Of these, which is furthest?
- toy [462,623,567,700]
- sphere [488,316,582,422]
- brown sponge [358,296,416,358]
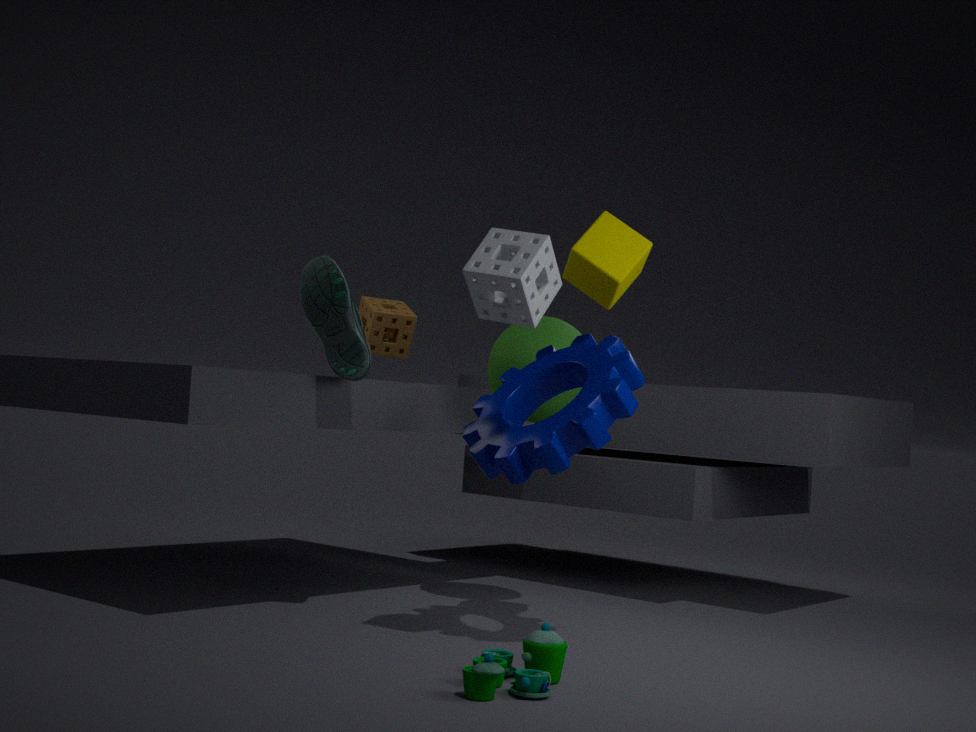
brown sponge [358,296,416,358]
